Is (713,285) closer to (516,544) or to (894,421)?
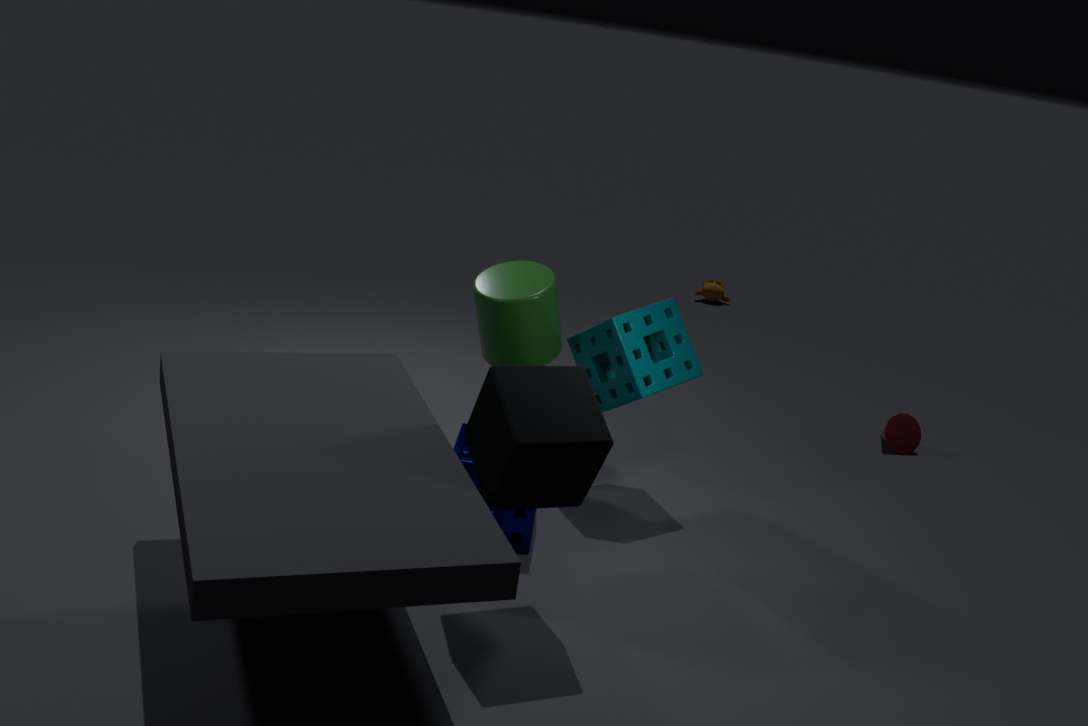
(894,421)
